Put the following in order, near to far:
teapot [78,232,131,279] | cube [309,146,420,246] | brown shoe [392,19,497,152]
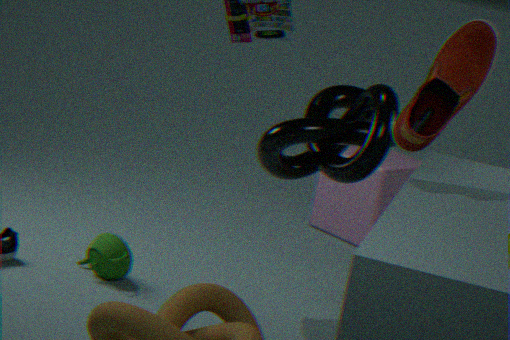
brown shoe [392,19,497,152]
teapot [78,232,131,279]
cube [309,146,420,246]
